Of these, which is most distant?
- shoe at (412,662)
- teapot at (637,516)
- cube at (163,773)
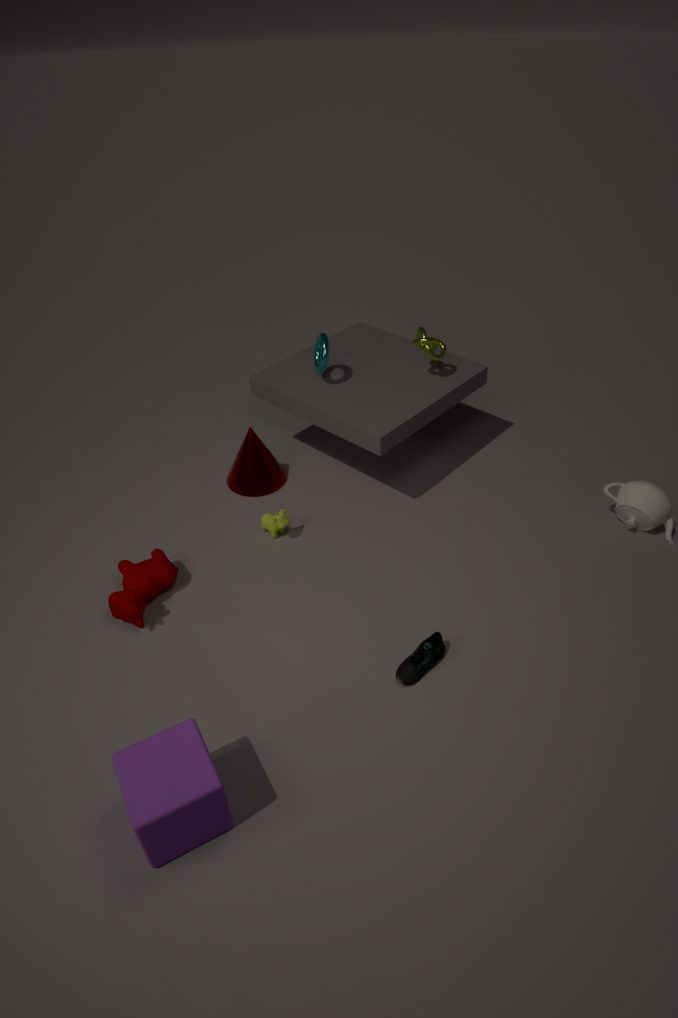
teapot at (637,516)
